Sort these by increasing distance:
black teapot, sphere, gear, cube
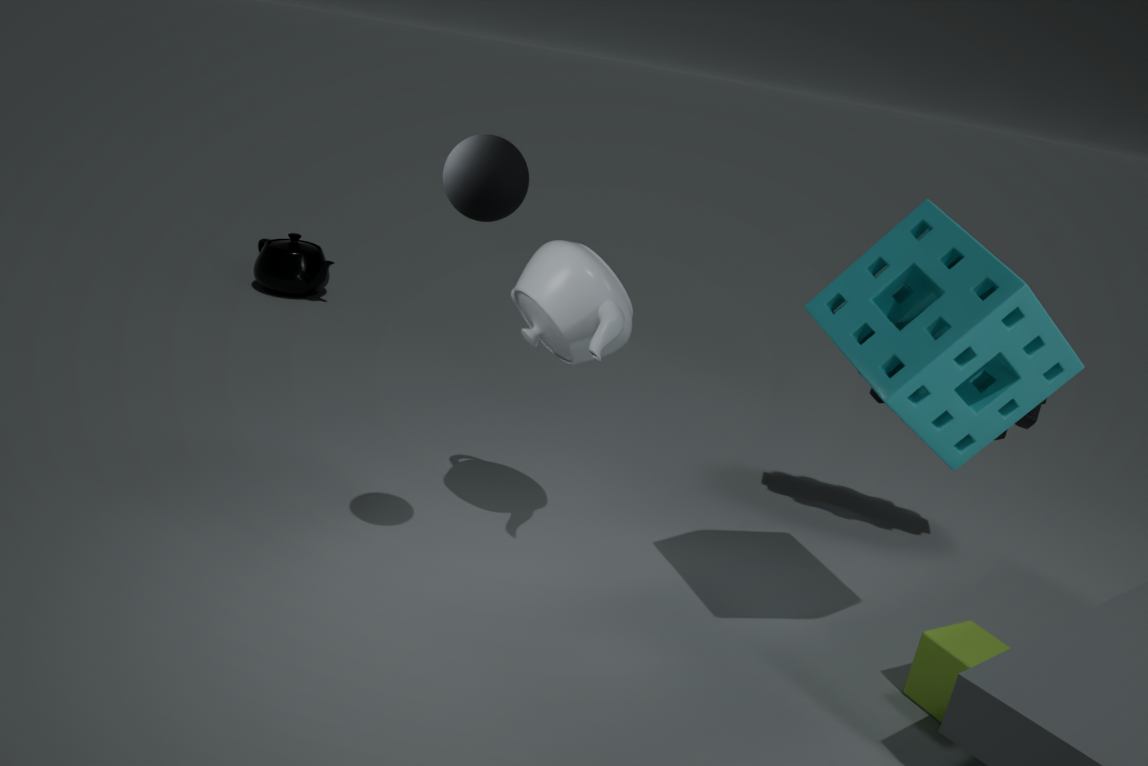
sphere, cube, gear, black teapot
